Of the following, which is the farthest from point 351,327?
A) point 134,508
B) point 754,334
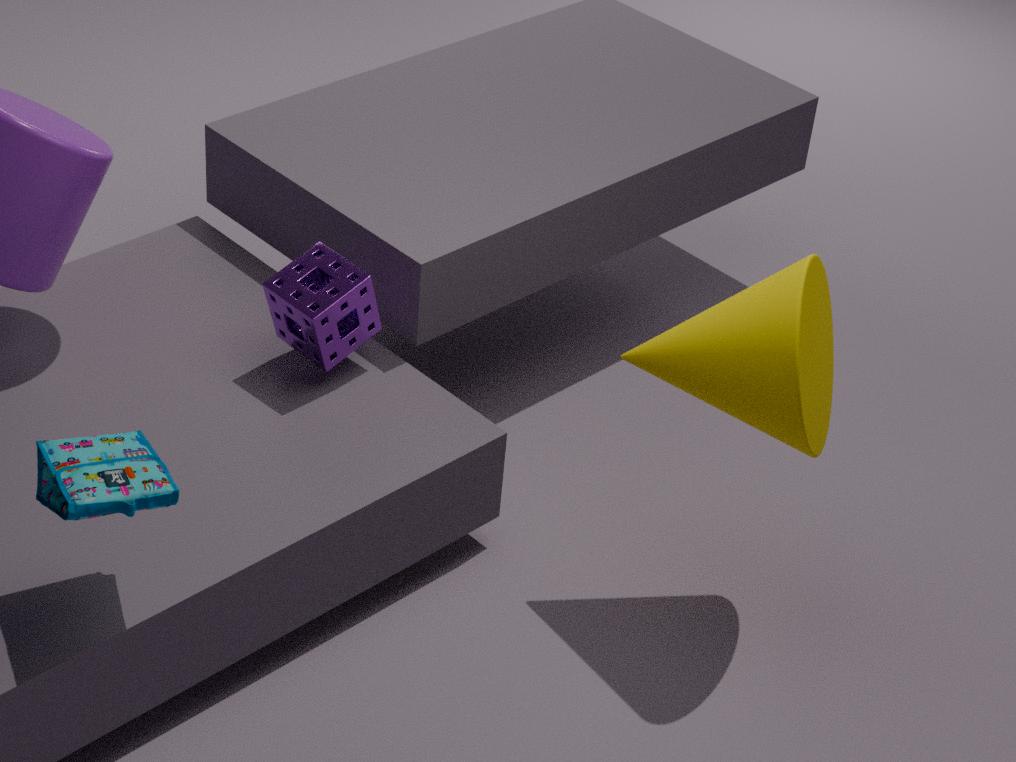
point 754,334
